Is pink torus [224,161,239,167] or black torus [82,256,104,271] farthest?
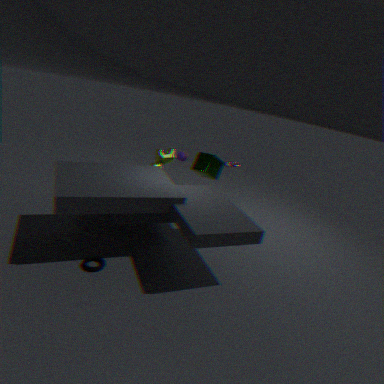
pink torus [224,161,239,167]
